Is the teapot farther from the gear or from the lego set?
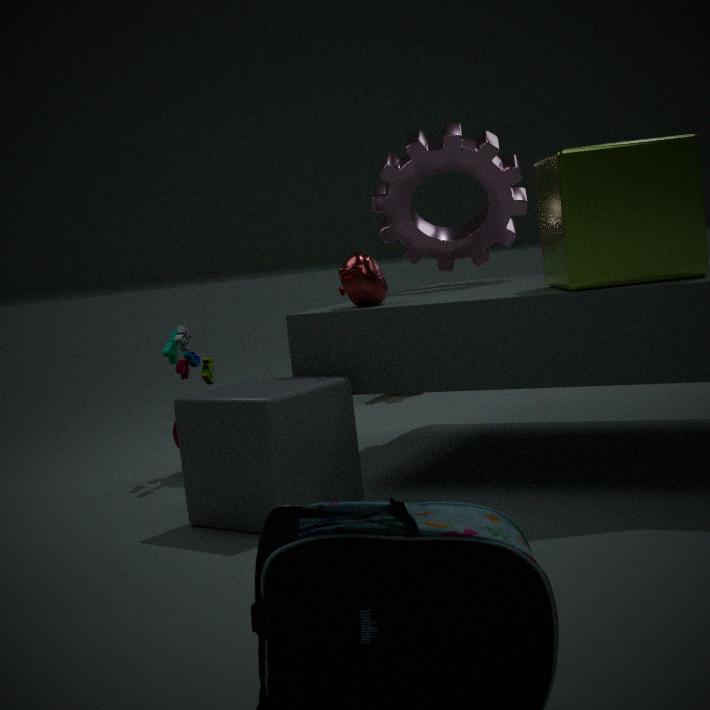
the lego set
